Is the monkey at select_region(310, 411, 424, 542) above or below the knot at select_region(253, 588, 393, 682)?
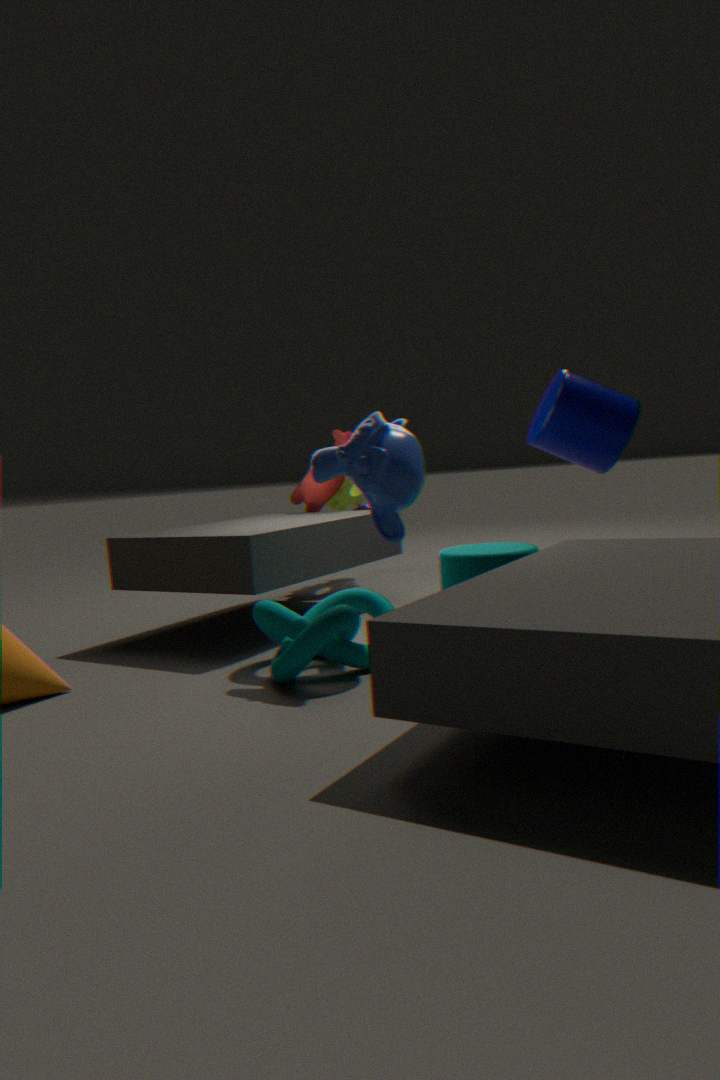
above
